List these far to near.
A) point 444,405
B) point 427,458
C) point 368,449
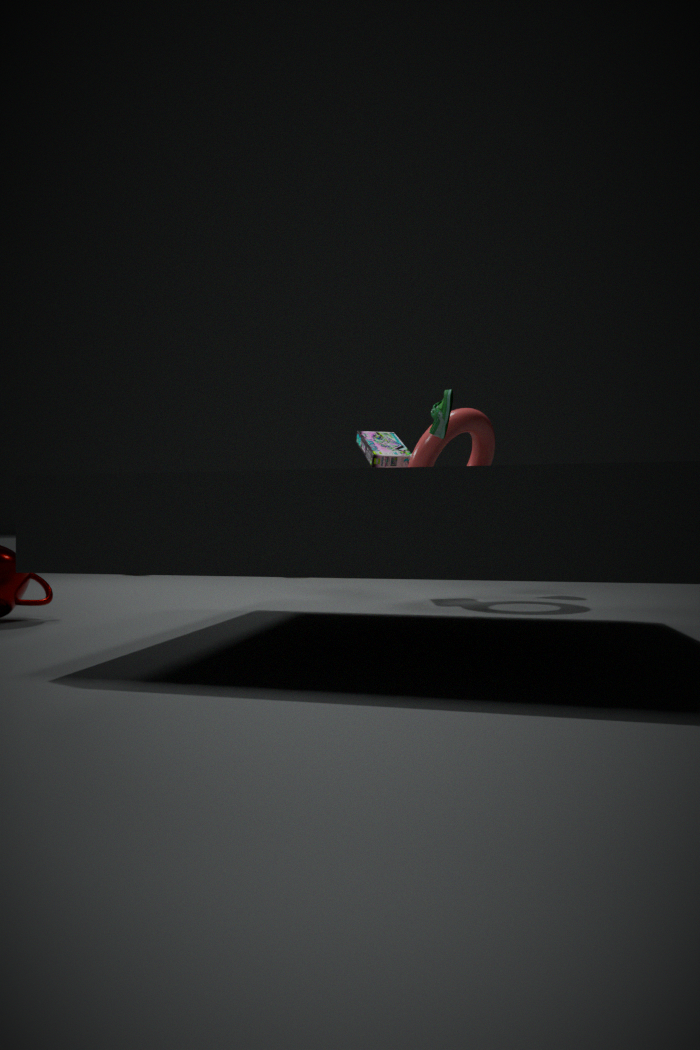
point 368,449, point 427,458, point 444,405
